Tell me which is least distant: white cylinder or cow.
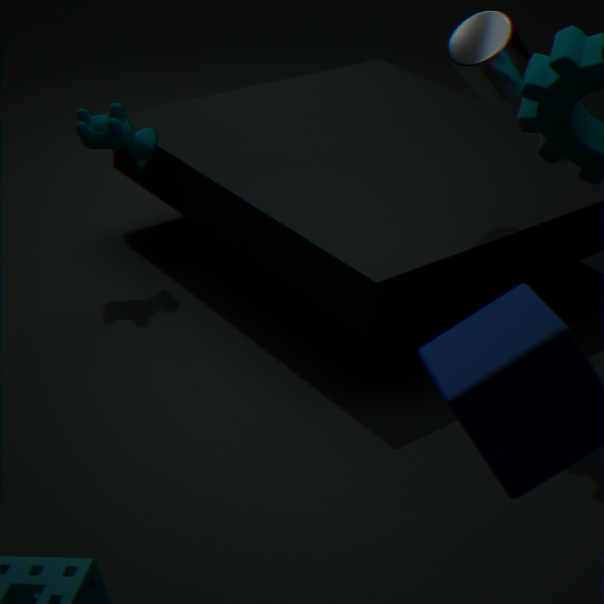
white cylinder
